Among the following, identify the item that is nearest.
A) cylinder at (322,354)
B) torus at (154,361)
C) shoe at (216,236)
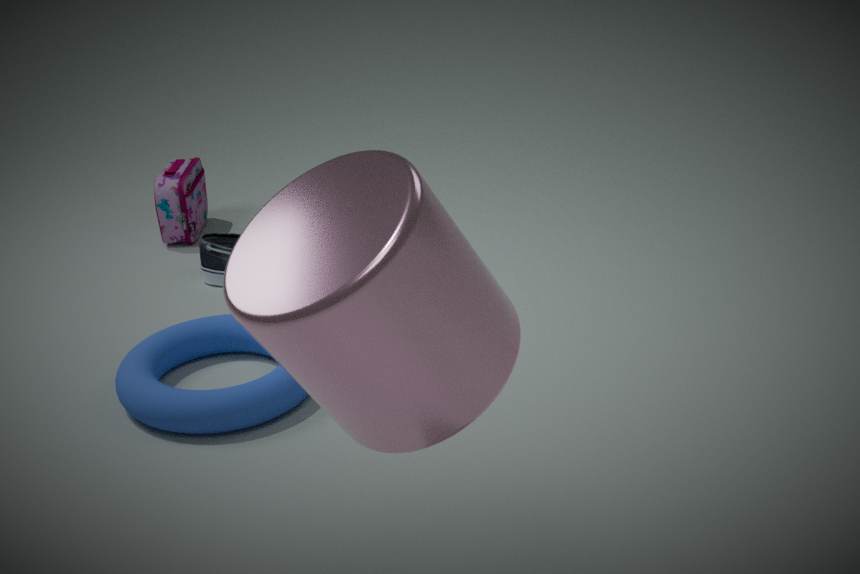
cylinder at (322,354)
